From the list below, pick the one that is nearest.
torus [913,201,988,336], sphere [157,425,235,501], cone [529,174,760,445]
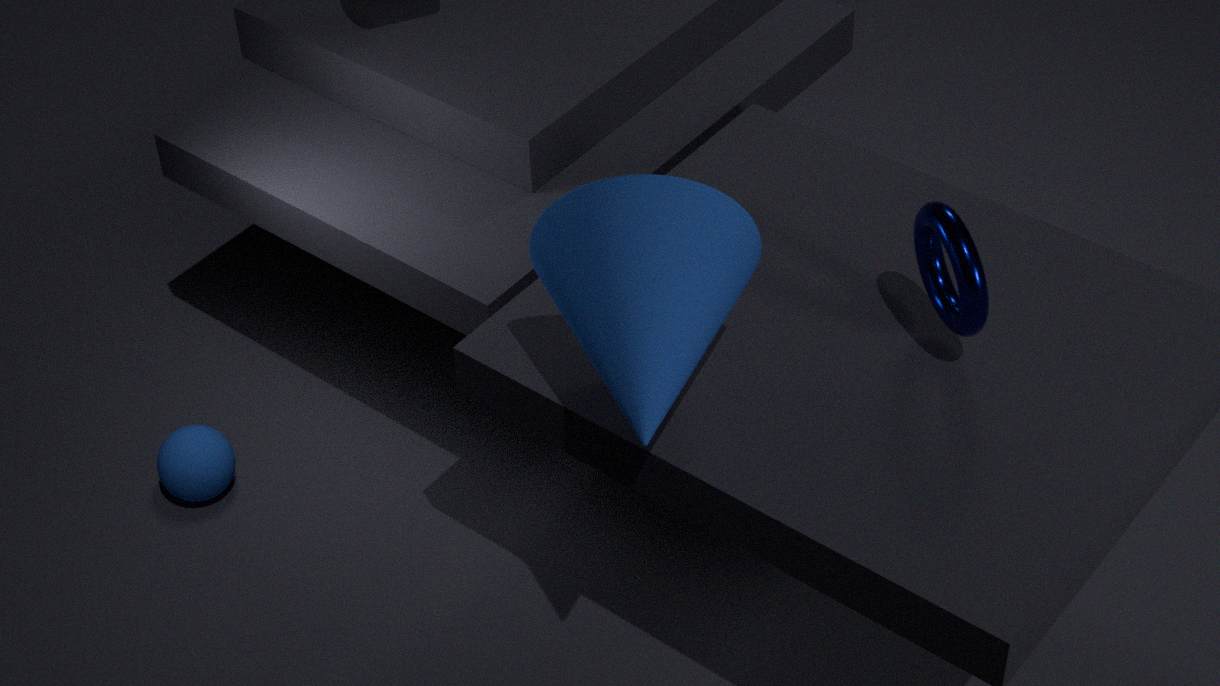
cone [529,174,760,445]
